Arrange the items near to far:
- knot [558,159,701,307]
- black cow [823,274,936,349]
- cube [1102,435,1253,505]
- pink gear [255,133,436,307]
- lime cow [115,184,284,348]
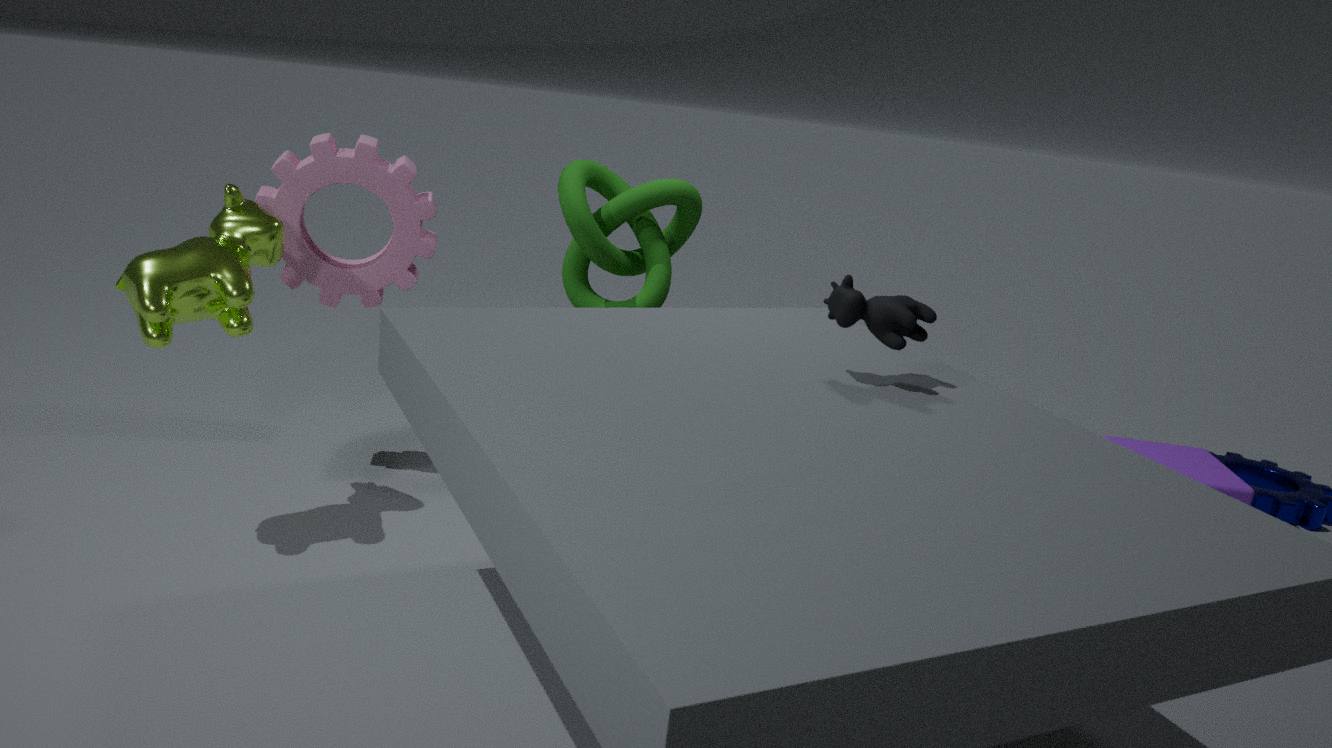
black cow [823,274,936,349], lime cow [115,184,284,348], knot [558,159,701,307], pink gear [255,133,436,307], cube [1102,435,1253,505]
